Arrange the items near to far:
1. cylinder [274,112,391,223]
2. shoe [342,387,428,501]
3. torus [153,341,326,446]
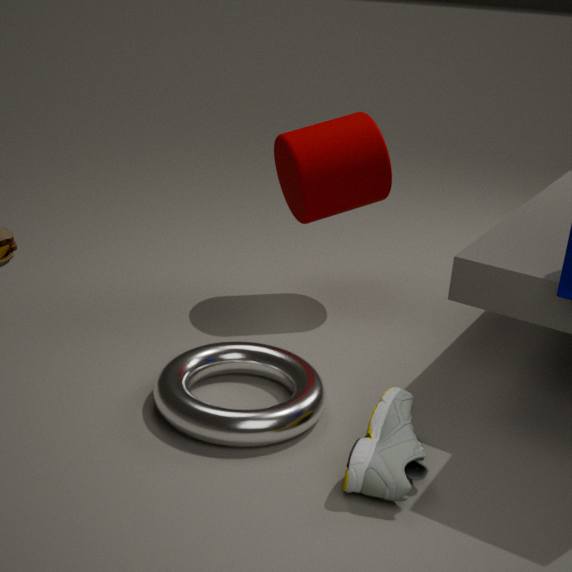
1. shoe [342,387,428,501]
2. torus [153,341,326,446]
3. cylinder [274,112,391,223]
